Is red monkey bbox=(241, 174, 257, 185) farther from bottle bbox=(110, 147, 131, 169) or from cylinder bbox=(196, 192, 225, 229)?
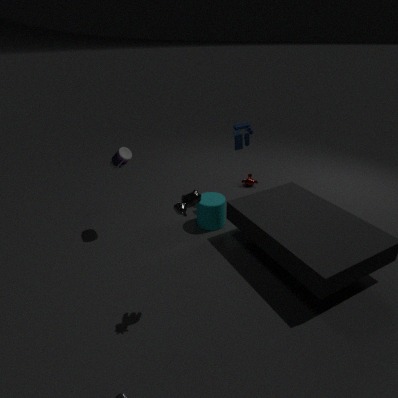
bottle bbox=(110, 147, 131, 169)
